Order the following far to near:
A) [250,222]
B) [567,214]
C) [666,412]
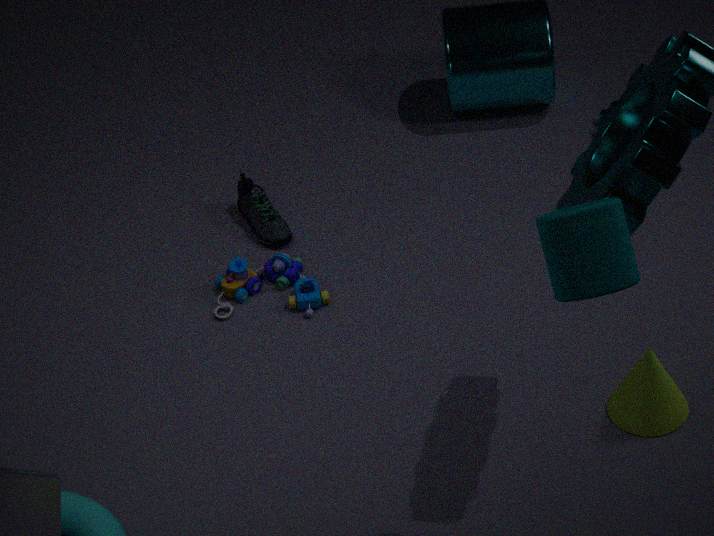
[250,222], [666,412], [567,214]
